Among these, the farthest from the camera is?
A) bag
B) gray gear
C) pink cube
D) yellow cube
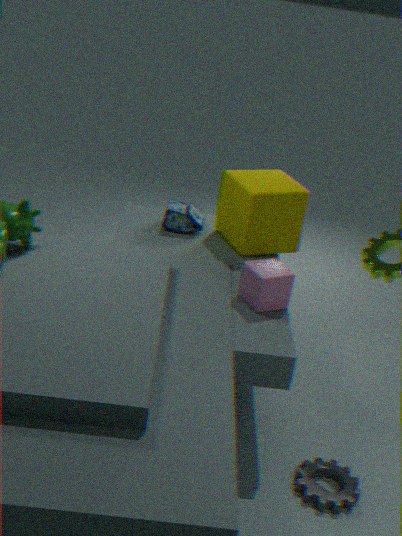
bag
